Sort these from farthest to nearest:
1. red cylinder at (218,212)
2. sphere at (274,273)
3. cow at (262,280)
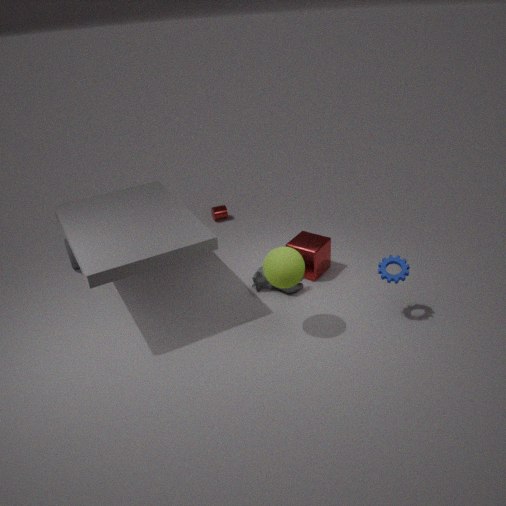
red cylinder at (218,212) < cow at (262,280) < sphere at (274,273)
